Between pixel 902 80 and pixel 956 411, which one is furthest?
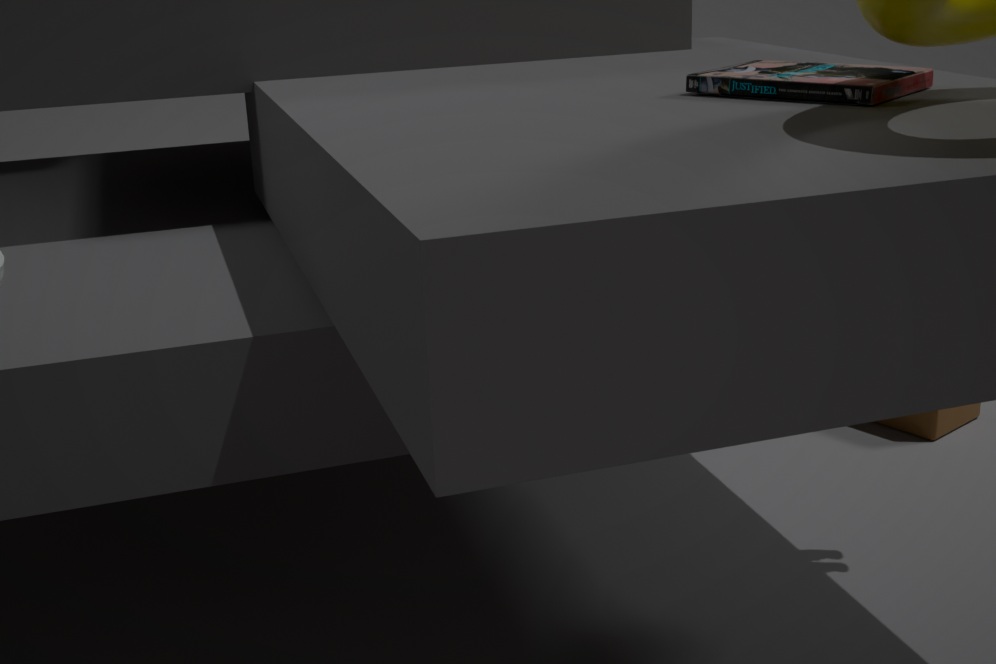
pixel 956 411
